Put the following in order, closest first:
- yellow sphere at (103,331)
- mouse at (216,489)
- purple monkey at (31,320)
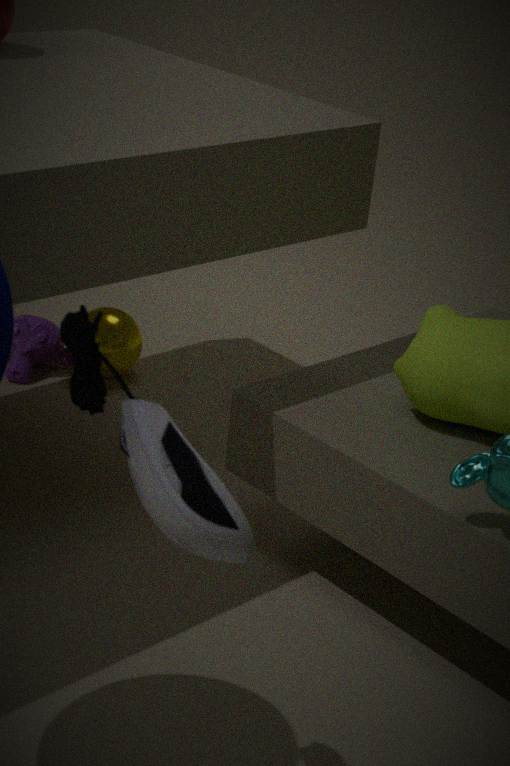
mouse at (216,489)
yellow sphere at (103,331)
purple monkey at (31,320)
